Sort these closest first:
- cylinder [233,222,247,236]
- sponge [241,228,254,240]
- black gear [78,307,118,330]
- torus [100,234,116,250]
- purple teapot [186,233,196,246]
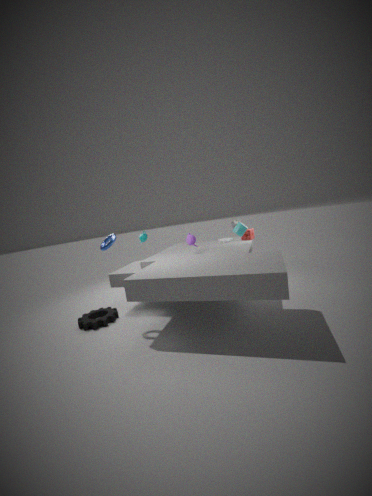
torus [100,234,116,250] → black gear [78,307,118,330] → purple teapot [186,233,196,246] → cylinder [233,222,247,236] → sponge [241,228,254,240]
